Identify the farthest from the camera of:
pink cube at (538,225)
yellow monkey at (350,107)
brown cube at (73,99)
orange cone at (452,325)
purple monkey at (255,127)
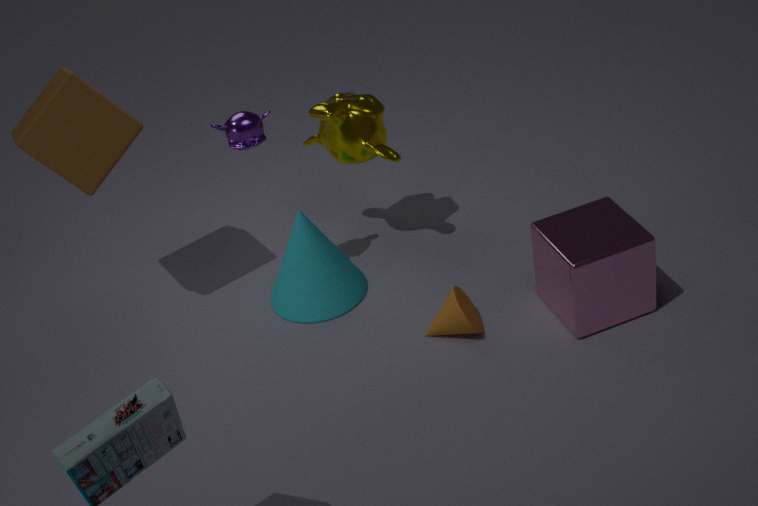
→ yellow monkey at (350,107)
